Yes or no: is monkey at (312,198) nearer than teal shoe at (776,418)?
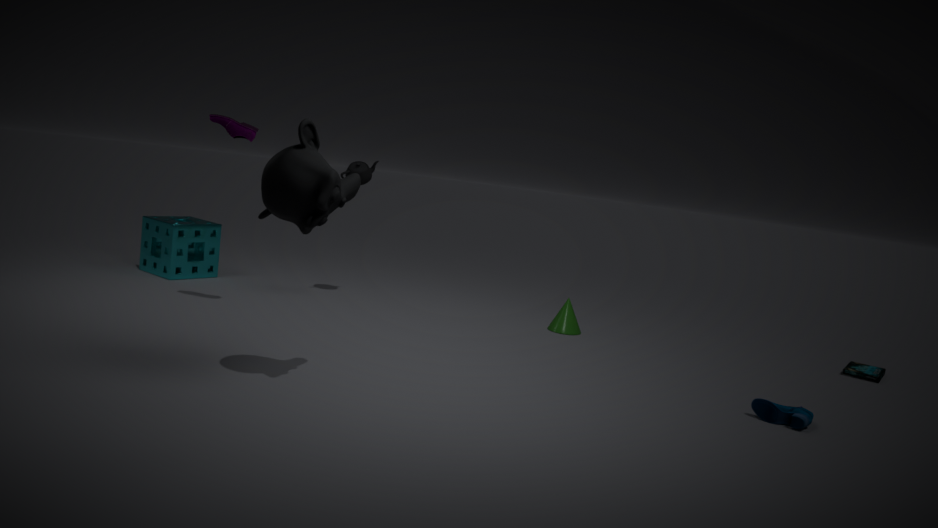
Yes
